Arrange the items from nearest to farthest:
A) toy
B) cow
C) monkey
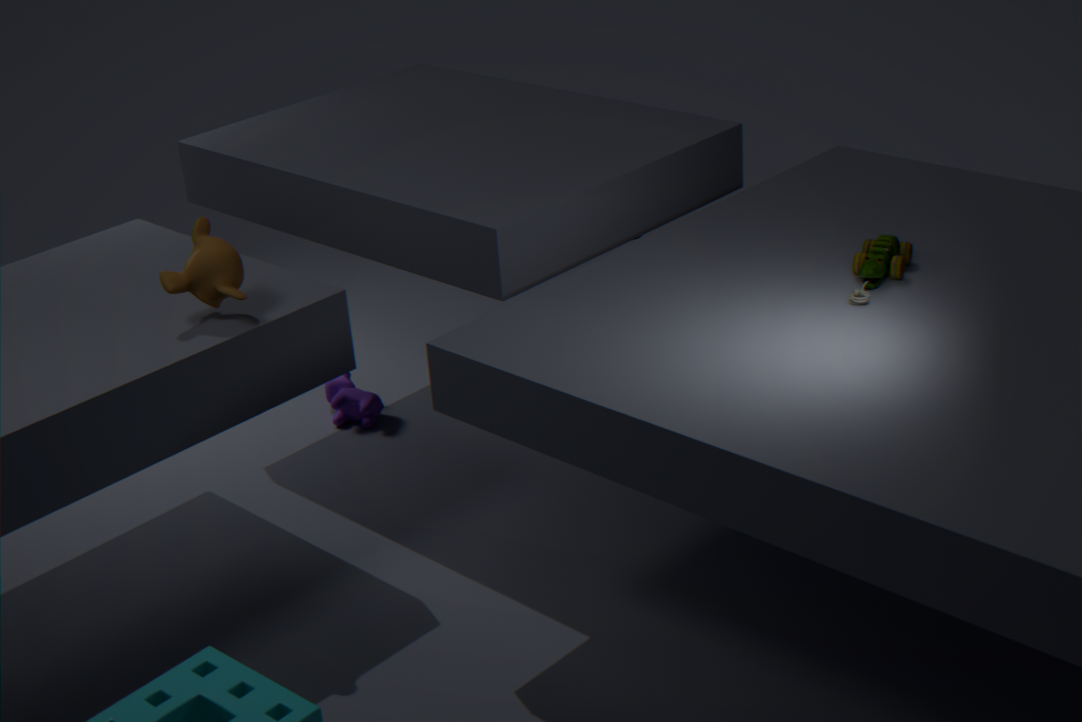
toy, monkey, cow
